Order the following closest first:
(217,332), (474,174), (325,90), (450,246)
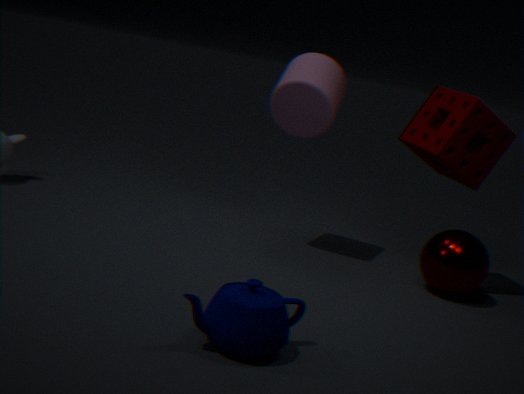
(217,332)
(450,246)
(325,90)
(474,174)
